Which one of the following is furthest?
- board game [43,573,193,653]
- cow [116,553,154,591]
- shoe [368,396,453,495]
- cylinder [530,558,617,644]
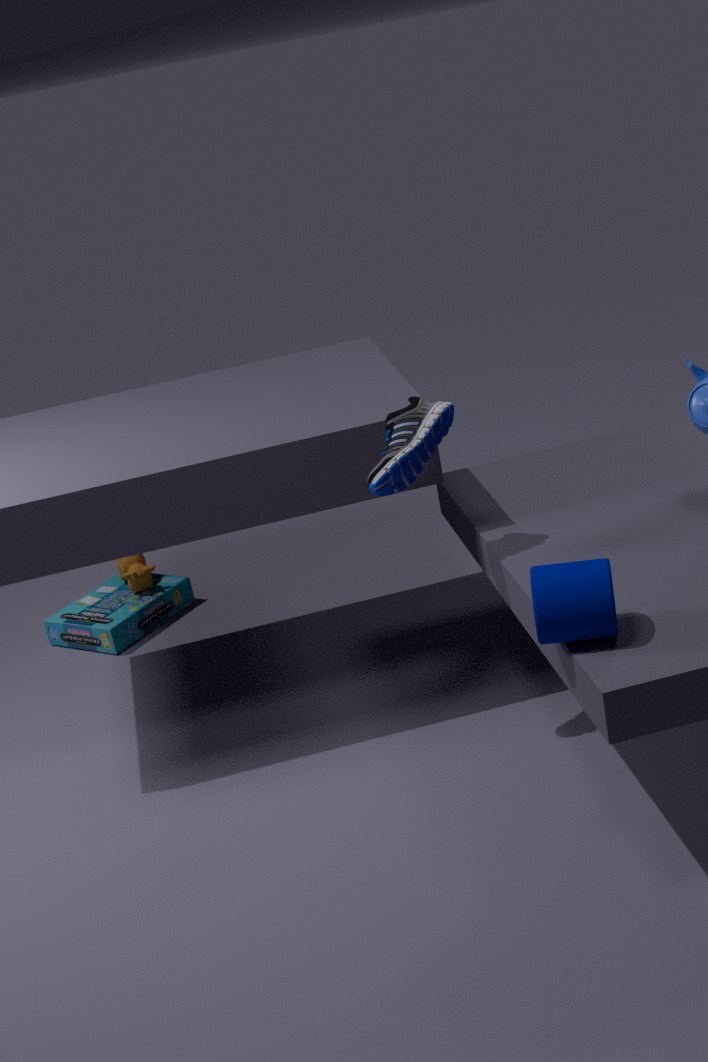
cow [116,553,154,591]
